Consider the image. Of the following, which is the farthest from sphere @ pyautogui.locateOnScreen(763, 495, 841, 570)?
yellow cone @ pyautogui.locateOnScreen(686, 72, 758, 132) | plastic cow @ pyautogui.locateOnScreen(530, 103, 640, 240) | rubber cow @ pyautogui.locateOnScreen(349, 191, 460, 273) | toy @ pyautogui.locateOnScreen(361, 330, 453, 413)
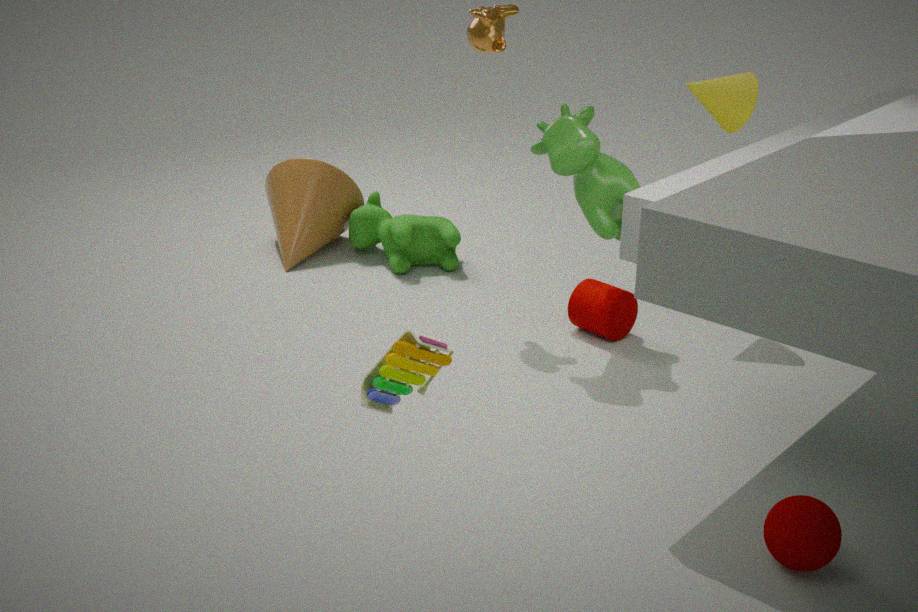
rubber cow @ pyautogui.locateOnScreen(349, 191, 460, 273)
